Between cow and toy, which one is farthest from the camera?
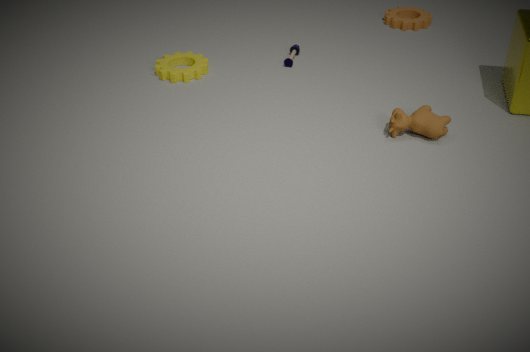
toy
